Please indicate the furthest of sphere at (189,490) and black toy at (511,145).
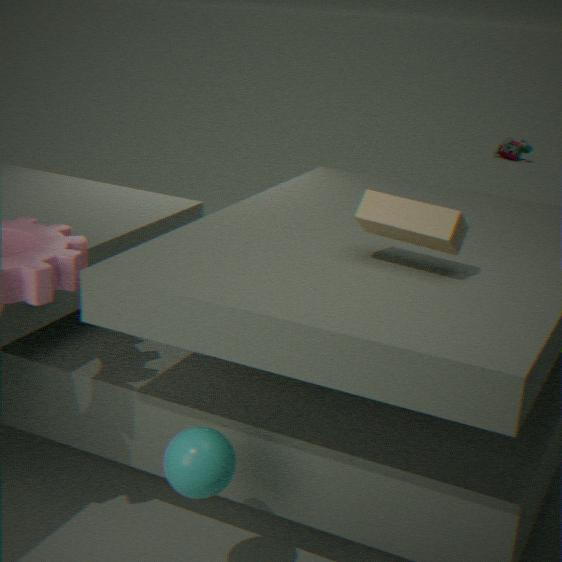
black toy at (511,145)
